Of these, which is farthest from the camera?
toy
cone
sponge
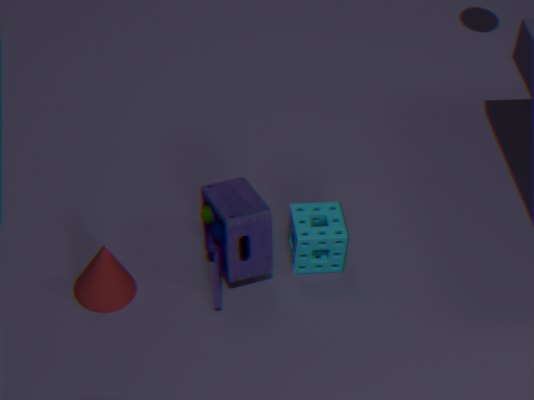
sponge
